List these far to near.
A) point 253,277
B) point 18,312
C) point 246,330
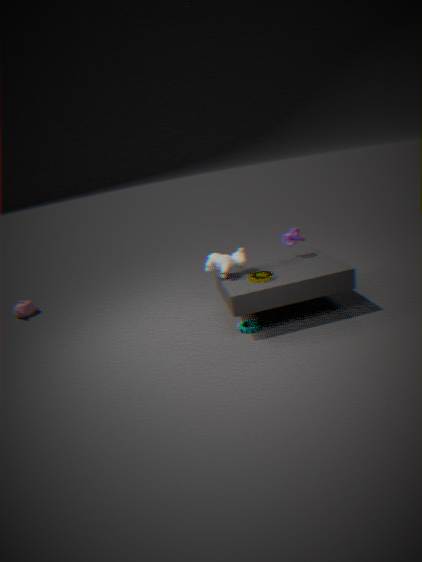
B. point 18,312 < C. point 246,330 < A. point 253,277
